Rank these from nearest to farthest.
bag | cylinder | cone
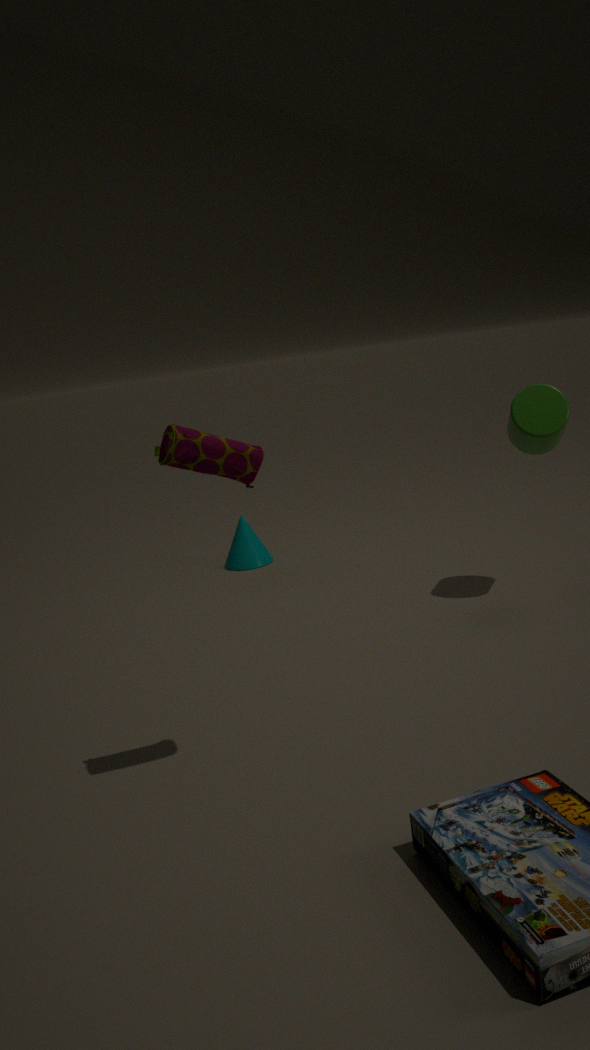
bag → cylinder → cone
